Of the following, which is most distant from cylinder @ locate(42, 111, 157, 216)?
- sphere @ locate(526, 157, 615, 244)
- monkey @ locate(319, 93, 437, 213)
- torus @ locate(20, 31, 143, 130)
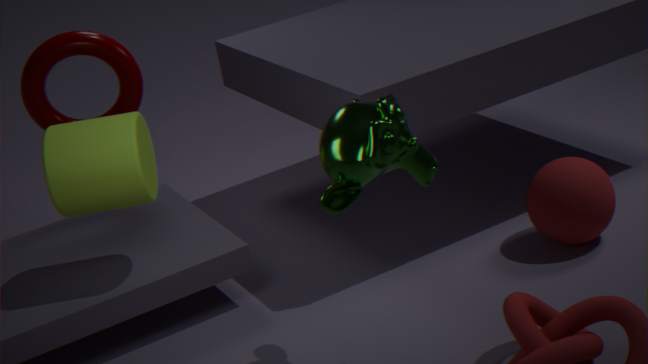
sphere @ locate(526, 157, 615, 244)
